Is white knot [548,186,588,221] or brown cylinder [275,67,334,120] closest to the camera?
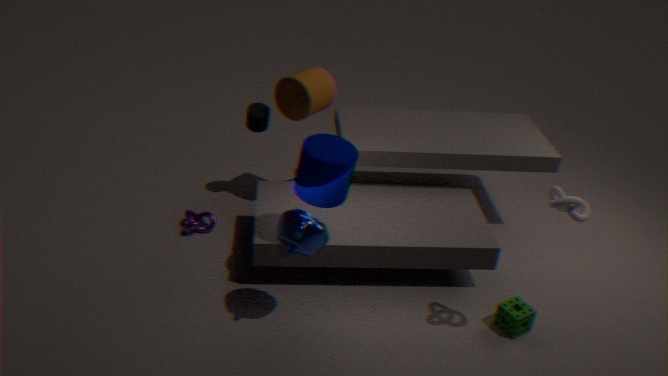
white knot [548,186,588,221]
